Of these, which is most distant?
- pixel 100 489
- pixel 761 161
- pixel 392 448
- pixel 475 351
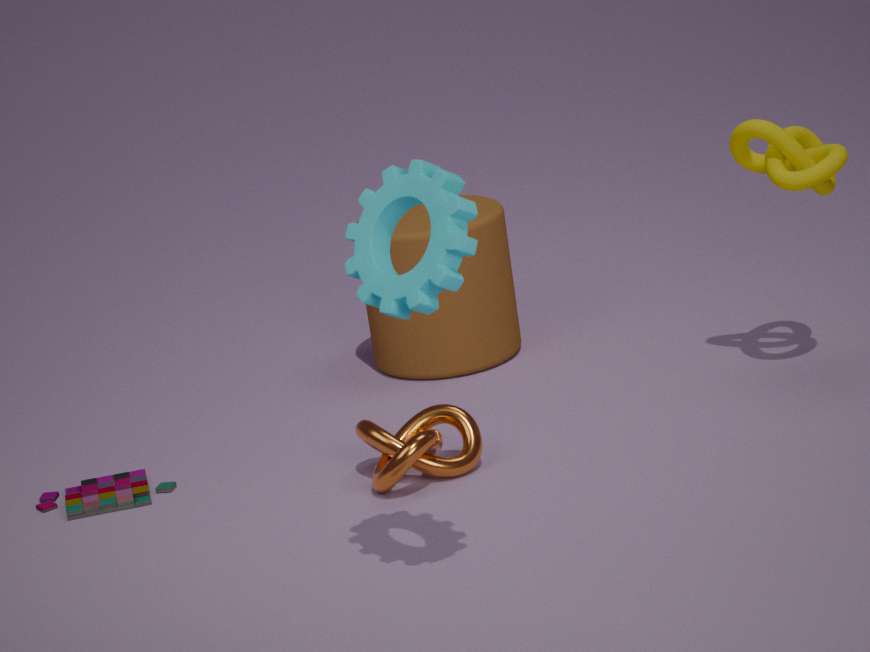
pixel 475 351
